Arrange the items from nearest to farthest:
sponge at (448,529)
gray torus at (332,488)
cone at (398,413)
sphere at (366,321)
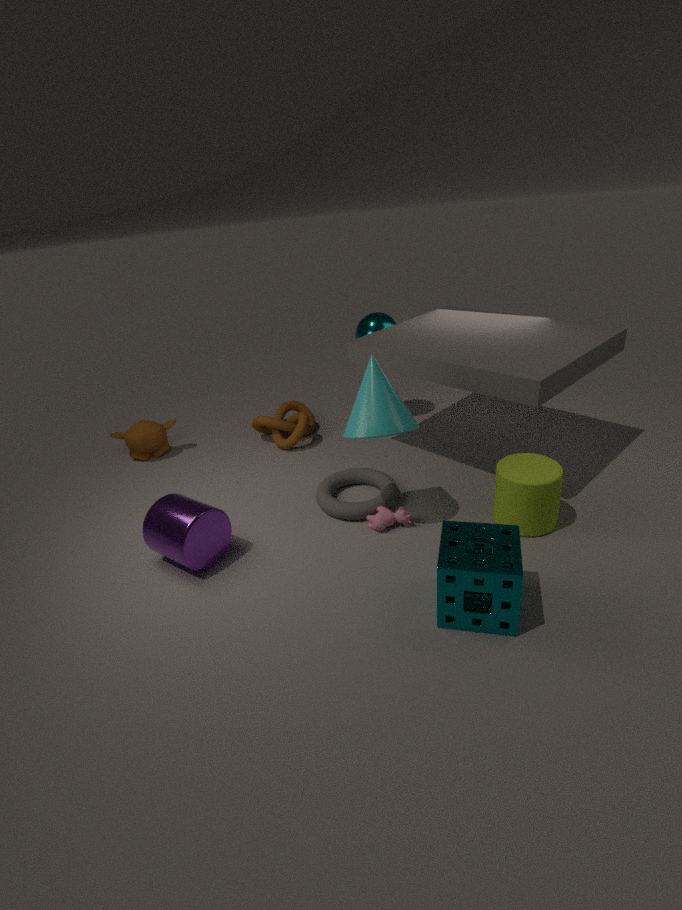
1. sponge at (448,529)
2. cone at (398,413)
3. gray torus at (332,488)
4. sphere at (366,321)
